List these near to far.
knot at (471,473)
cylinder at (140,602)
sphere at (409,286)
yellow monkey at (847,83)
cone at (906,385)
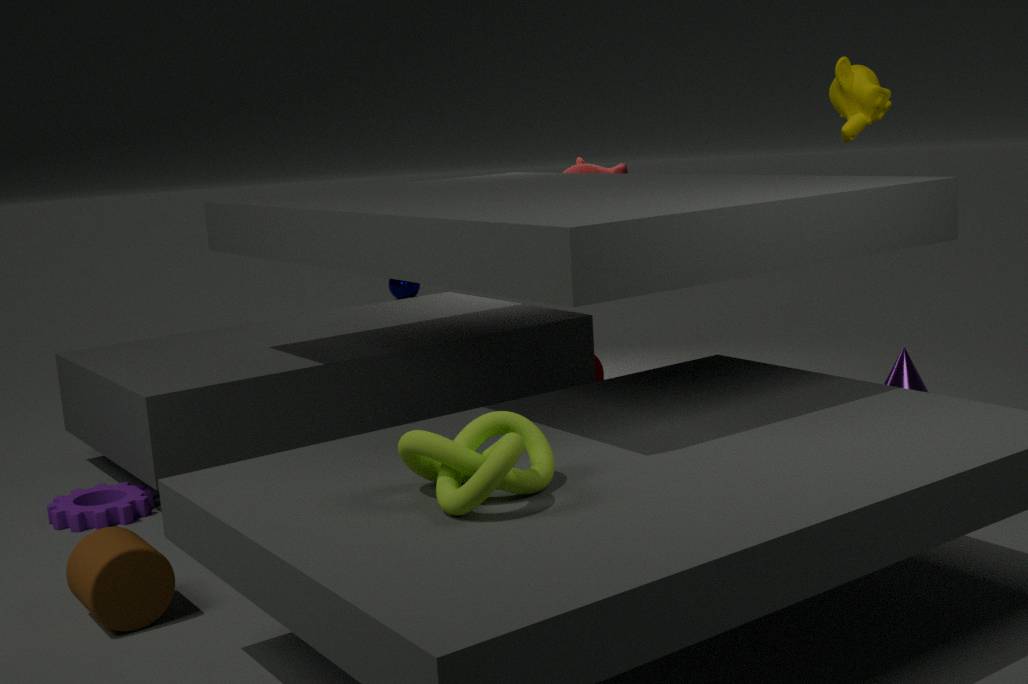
knot at (471,473)
cylinder at (140,602)
yellow monkey at (847,83)
cone at (906,385)
sphere at (409,286)
